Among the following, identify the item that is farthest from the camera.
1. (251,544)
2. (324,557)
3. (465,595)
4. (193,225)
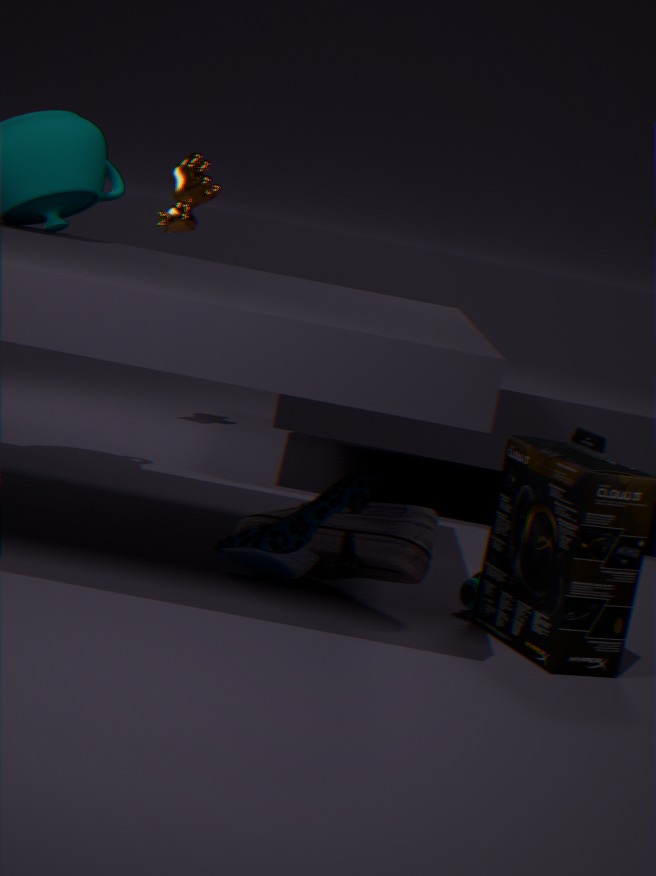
(193,225)
